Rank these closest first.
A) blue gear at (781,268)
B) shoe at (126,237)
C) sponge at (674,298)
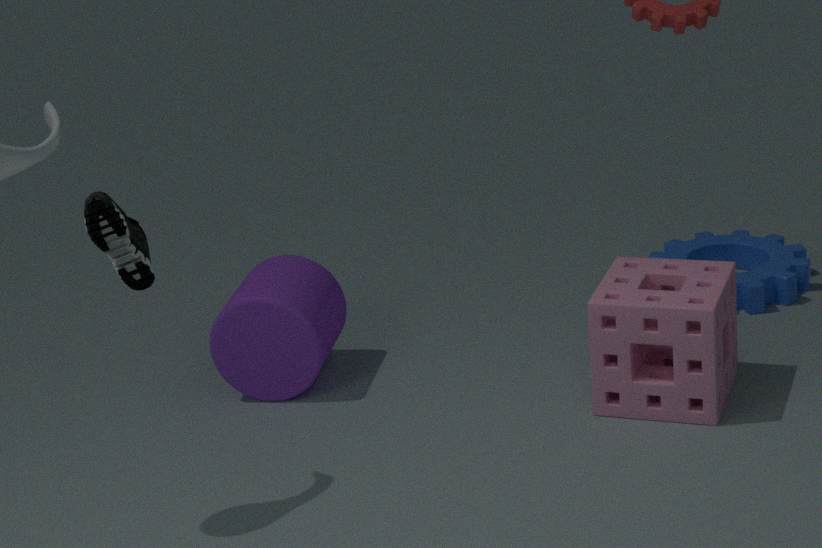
1. shoe at (126,237)
2. sponge at (674,298)
3. blue gear at (781,268)
